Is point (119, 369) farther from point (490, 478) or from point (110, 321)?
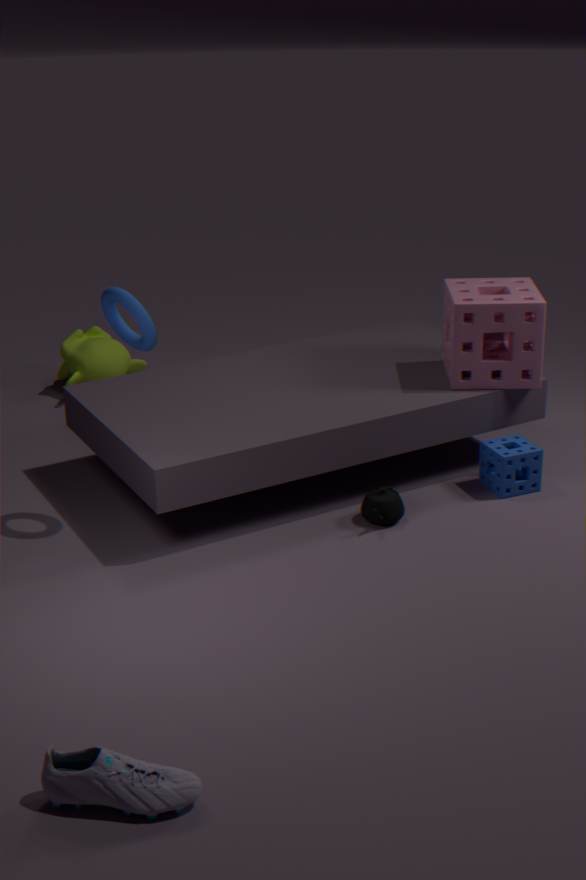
point (490, 478)
